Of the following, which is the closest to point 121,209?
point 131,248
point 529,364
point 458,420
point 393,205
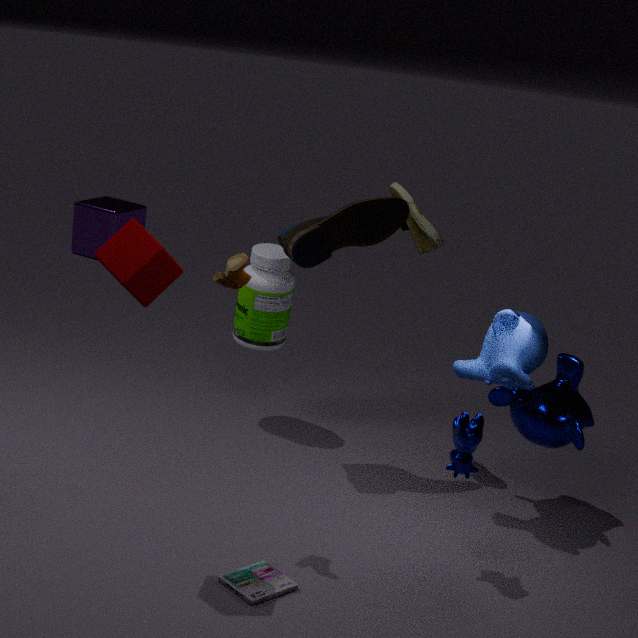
point 393,205
